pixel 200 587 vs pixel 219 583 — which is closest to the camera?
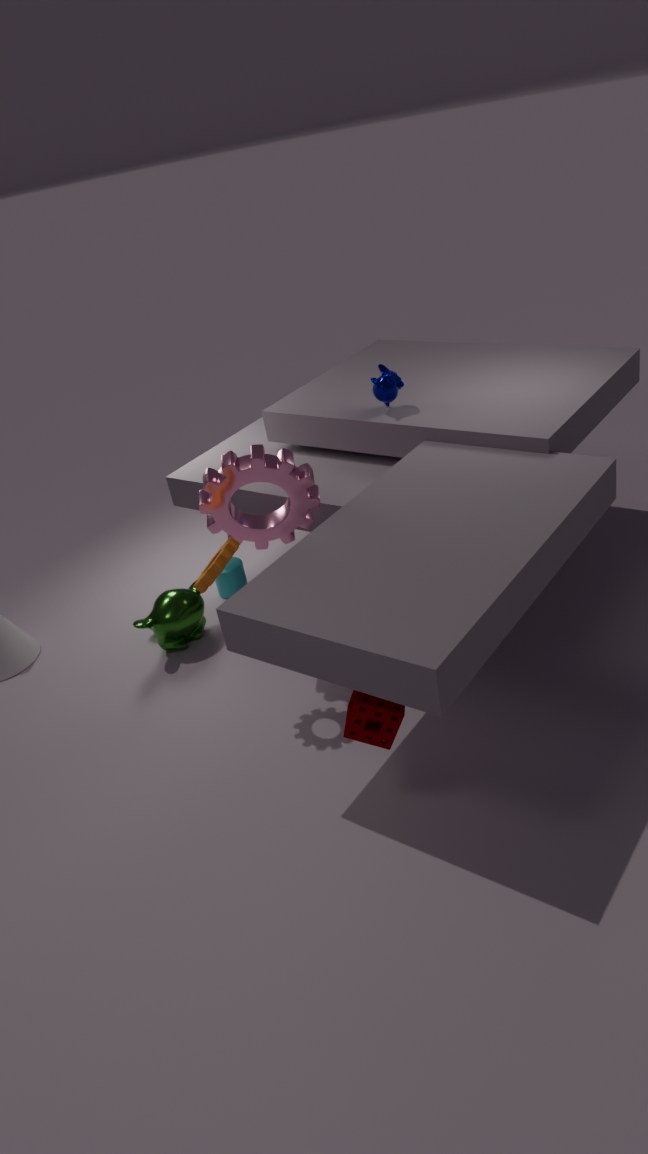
pixel 200 587
